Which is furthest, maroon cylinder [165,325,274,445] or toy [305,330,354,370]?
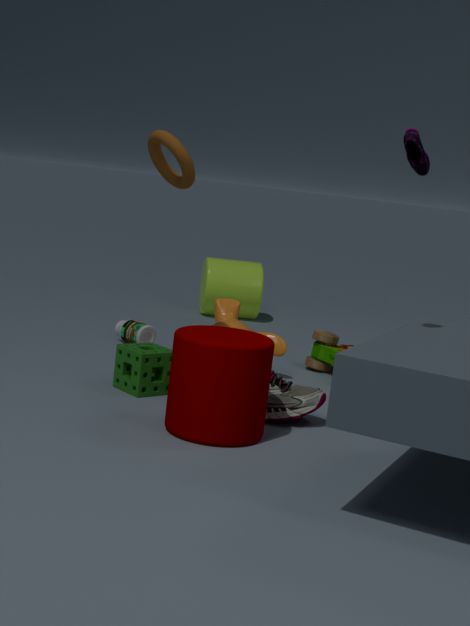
toy [305,330,354,370]
